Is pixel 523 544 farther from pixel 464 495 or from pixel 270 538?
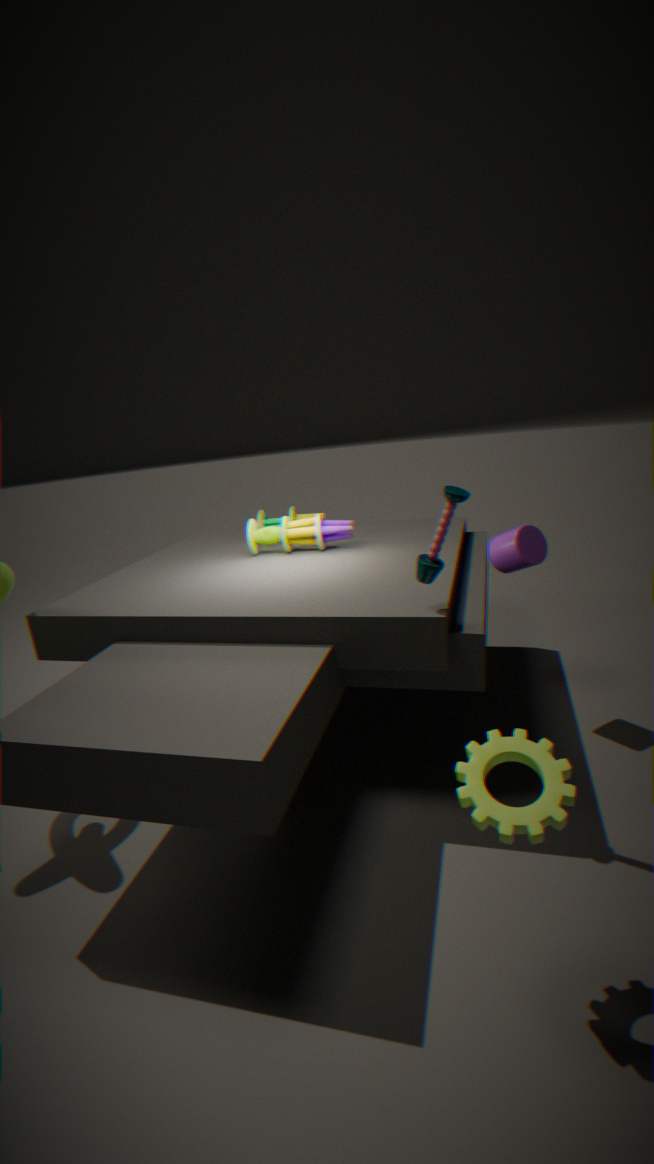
pixel 270 538
